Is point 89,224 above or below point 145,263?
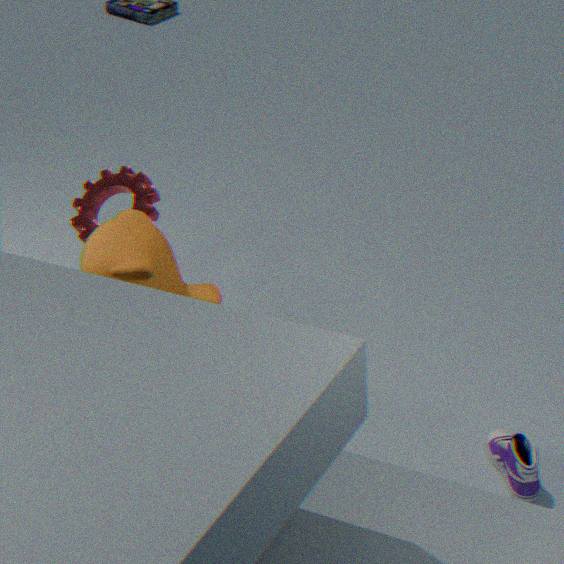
below
